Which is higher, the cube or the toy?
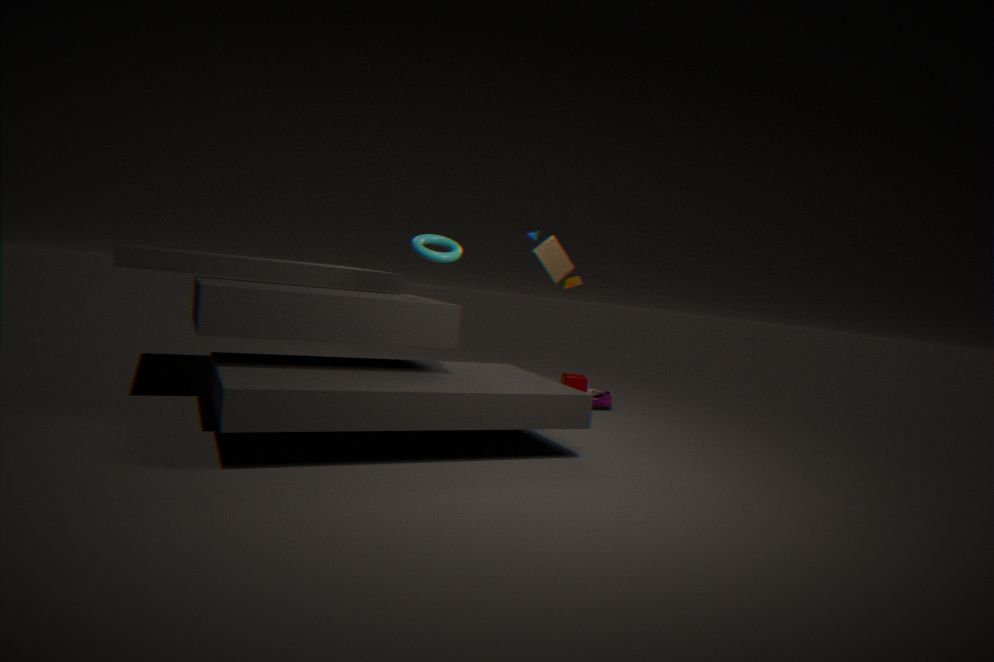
the toy
